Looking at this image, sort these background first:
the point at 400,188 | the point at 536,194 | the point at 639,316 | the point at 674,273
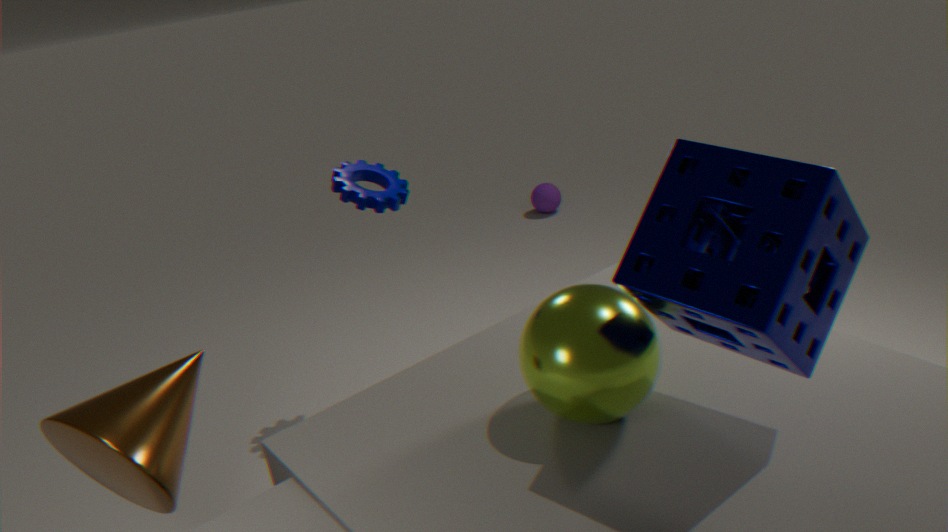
the point at 536,194 → the point at 400,188 → the point at 639,316 → the point at 674,273
